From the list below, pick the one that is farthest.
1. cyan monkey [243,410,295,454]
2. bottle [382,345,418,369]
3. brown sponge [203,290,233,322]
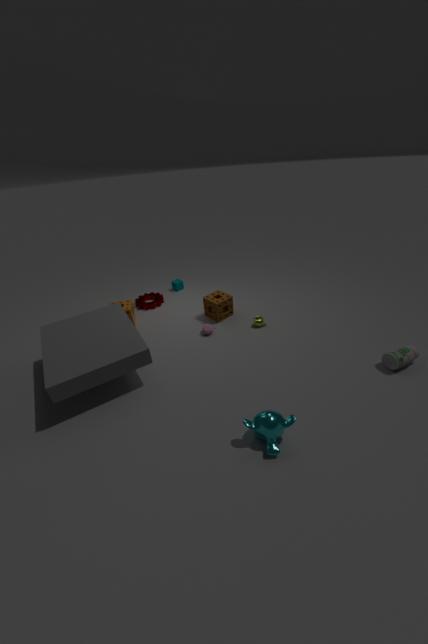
brown sponge [203,290,233,322]
